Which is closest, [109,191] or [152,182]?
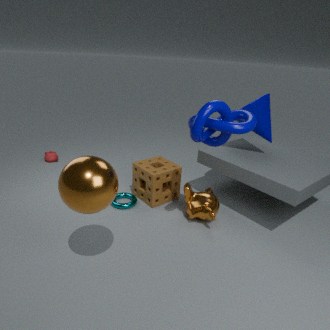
[109,191]
